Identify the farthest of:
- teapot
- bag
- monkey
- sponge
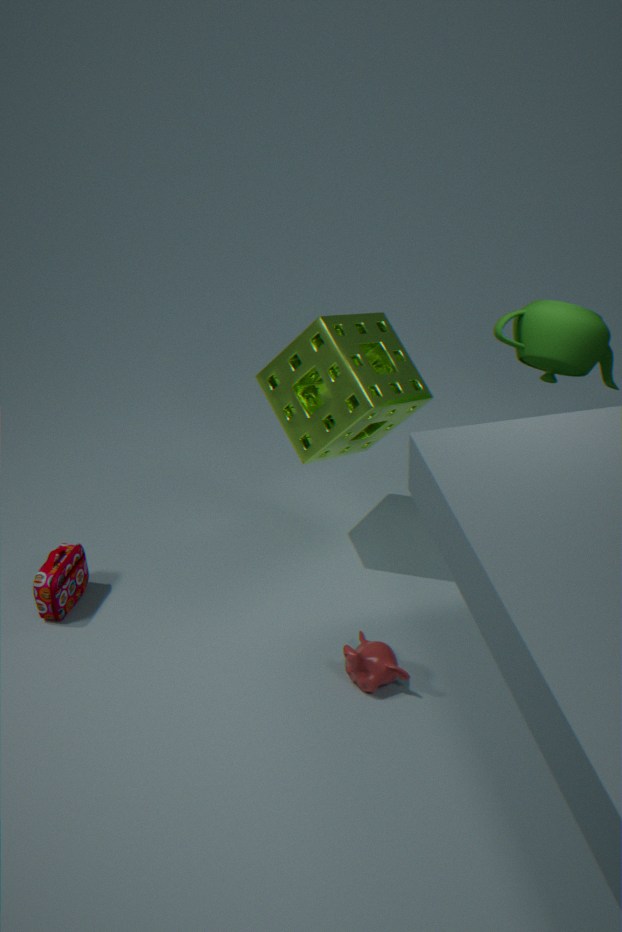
teapot
